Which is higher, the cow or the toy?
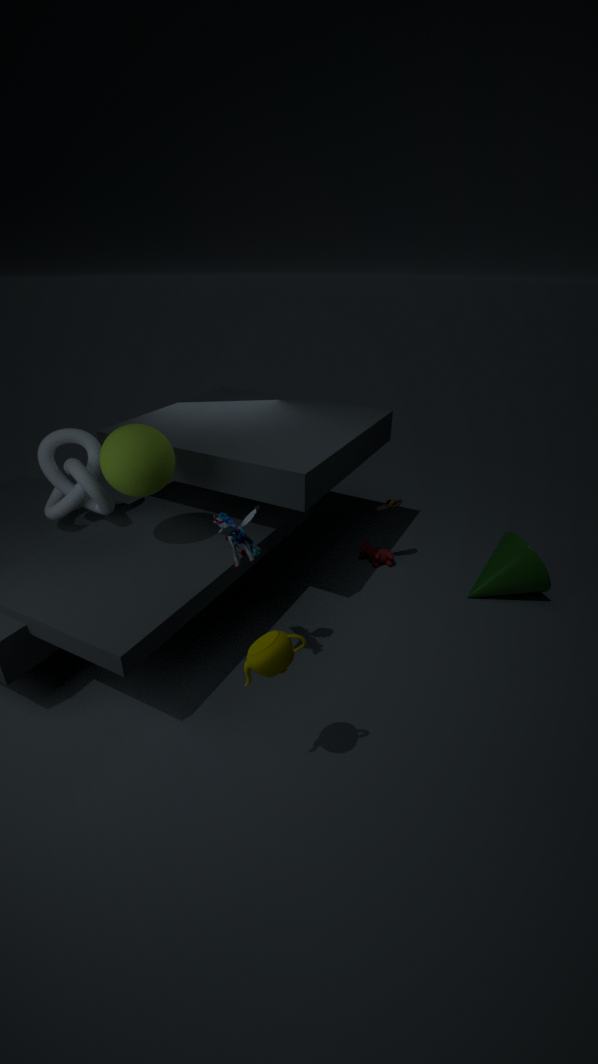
the toy
